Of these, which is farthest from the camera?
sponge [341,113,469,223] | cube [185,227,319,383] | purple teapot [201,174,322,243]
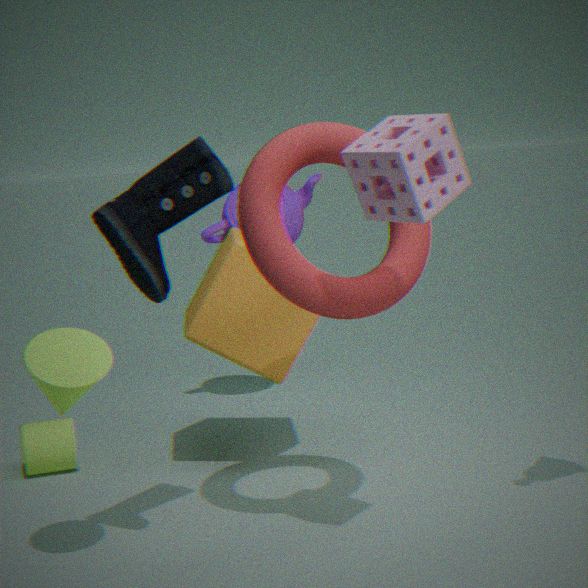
purple teapot [201,174,322,243]
